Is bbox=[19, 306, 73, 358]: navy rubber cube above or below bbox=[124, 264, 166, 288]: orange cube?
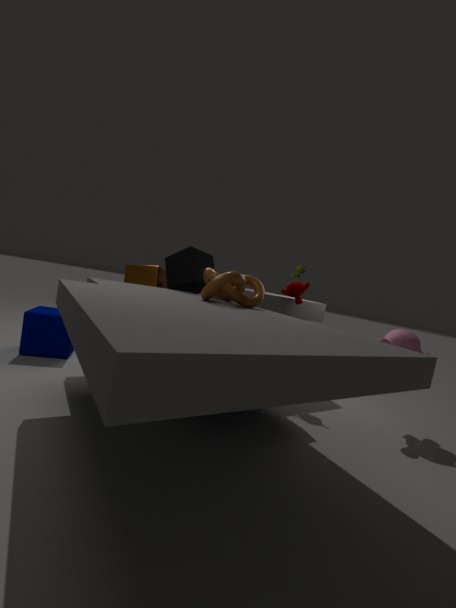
below
